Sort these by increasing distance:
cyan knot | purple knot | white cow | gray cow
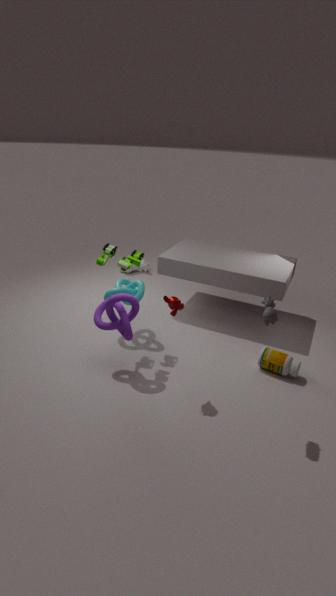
gray cow
purple knot
cyan knot
white cow
